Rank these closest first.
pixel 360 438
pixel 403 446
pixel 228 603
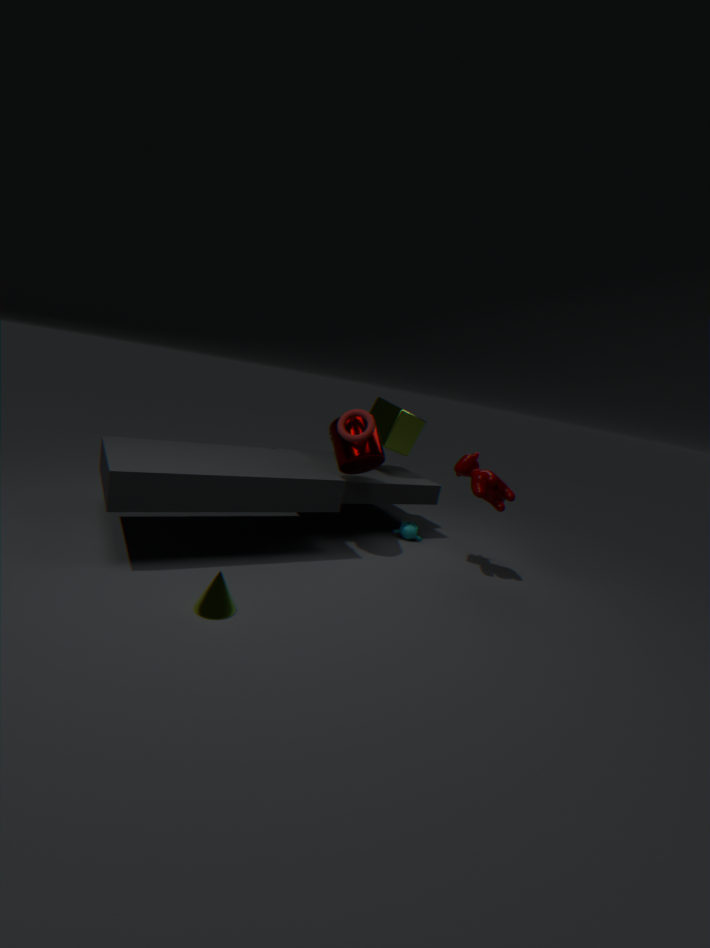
pixel 228 603, pixel 360 438, pixel 403 446
